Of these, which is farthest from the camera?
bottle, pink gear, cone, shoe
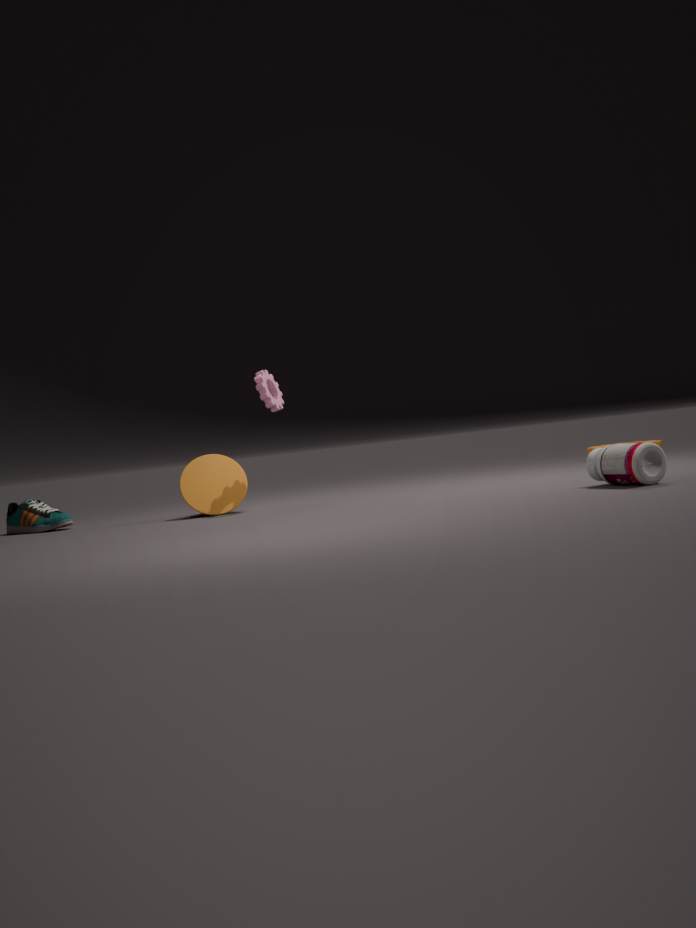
shoe
